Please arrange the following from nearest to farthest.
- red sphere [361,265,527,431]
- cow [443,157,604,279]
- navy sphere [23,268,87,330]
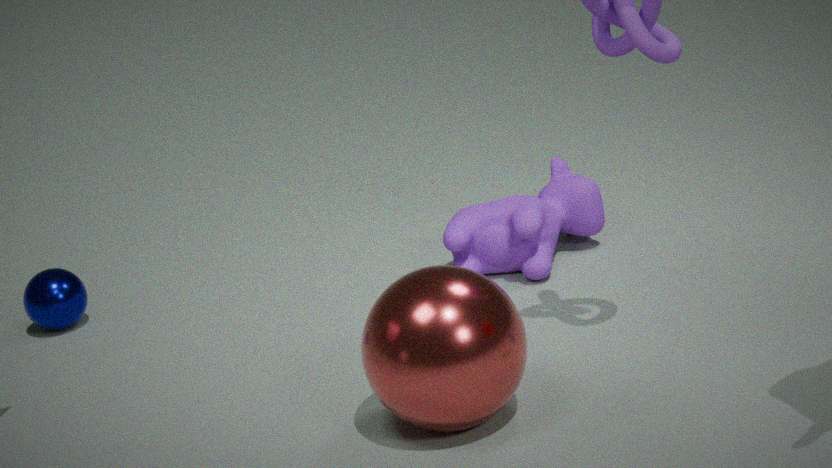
red sphere [361,265,527,431]
cow [443,157,604,279]
navy sphere [23,268,87,330]
